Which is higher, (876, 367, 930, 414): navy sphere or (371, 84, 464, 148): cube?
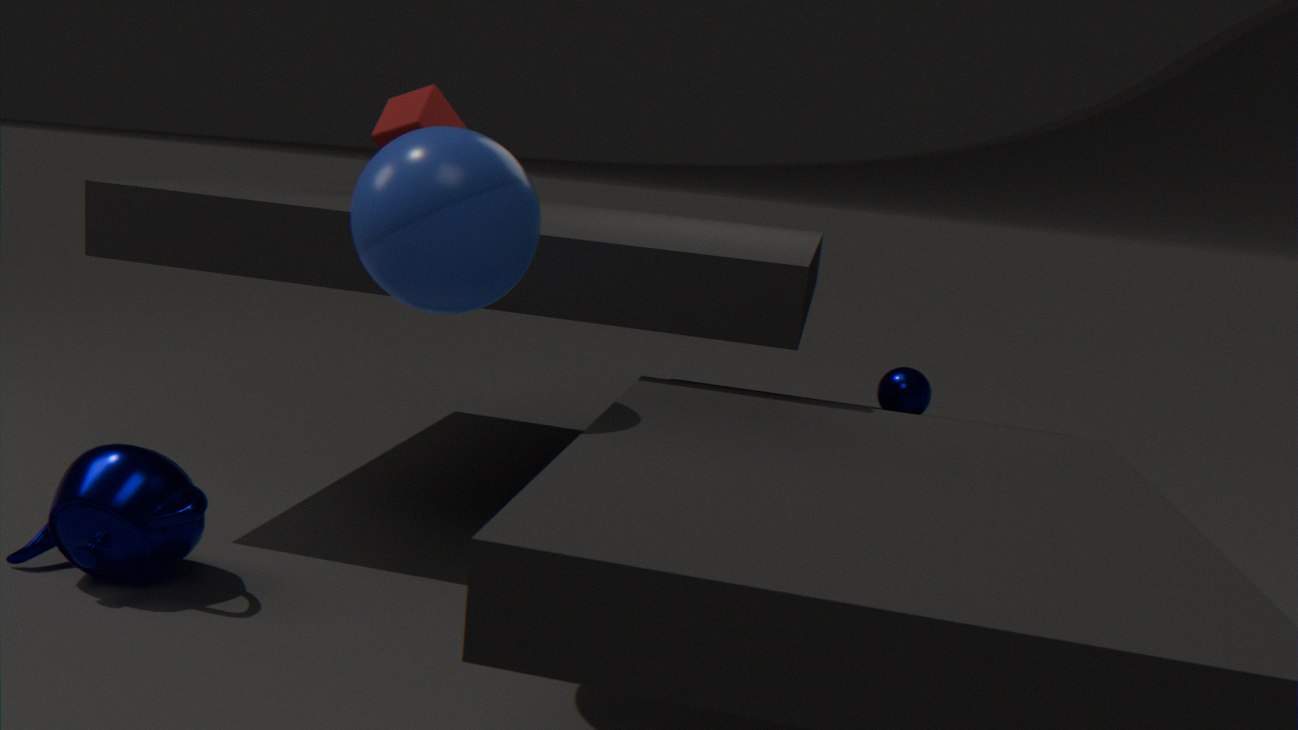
(371, 84, 464, 148): cube
